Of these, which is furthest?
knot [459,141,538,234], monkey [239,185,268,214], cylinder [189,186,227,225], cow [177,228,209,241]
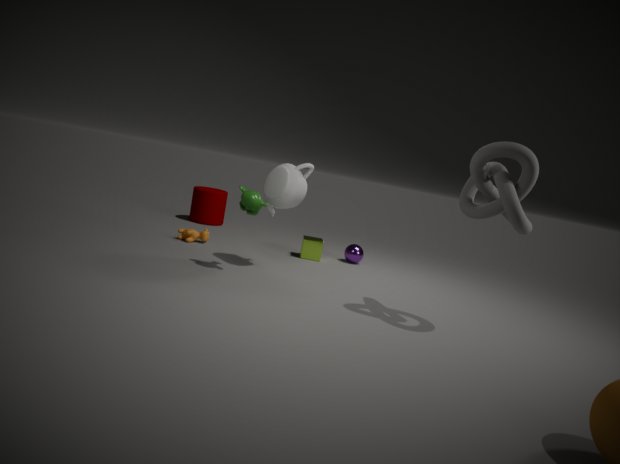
cylinder [189,186,227,225]
